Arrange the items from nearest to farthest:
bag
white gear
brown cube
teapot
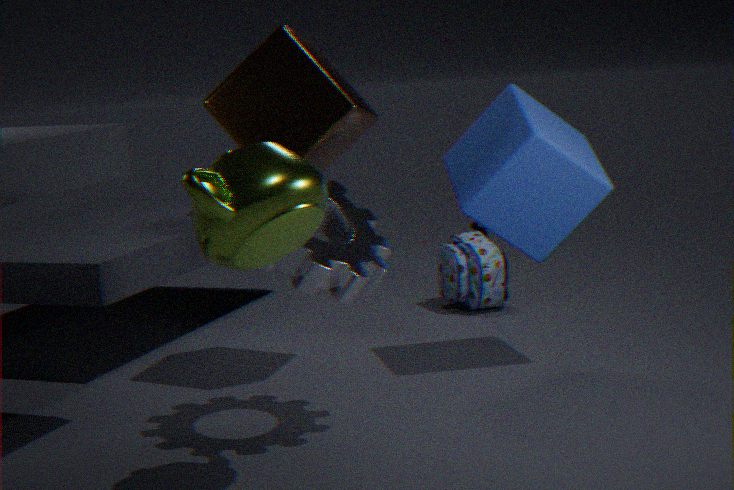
1. teapot
2. white gear
3. brown cube
4. bag
